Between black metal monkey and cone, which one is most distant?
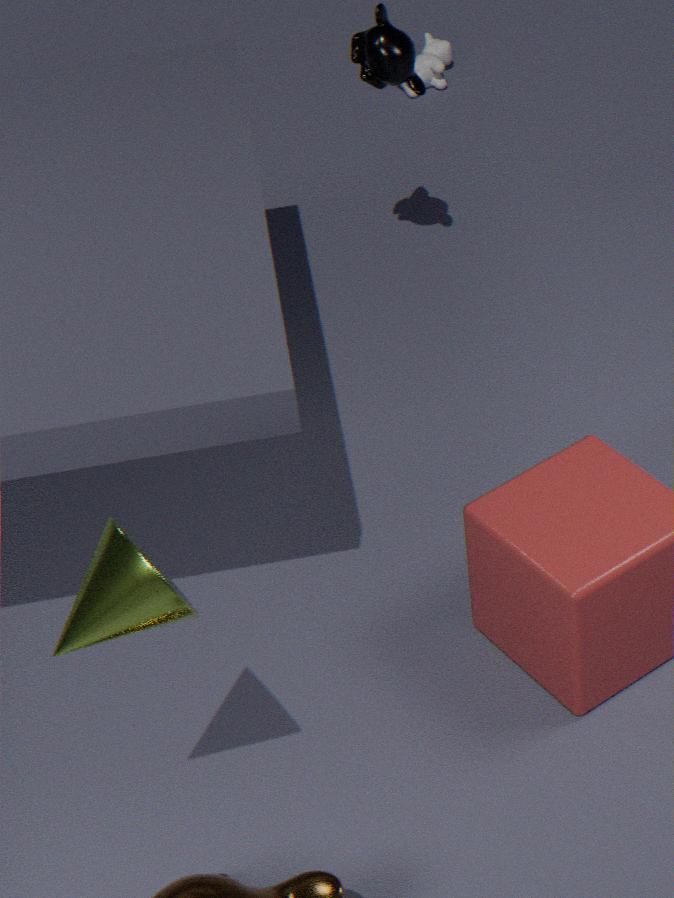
black metal monkey
